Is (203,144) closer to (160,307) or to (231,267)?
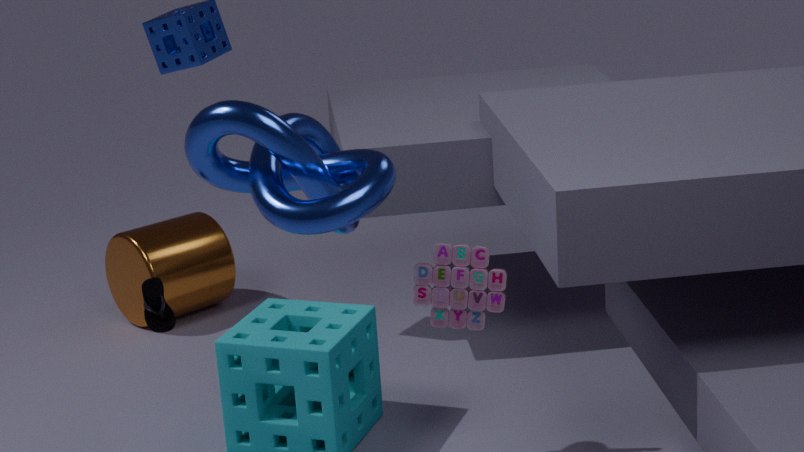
(160,307)
